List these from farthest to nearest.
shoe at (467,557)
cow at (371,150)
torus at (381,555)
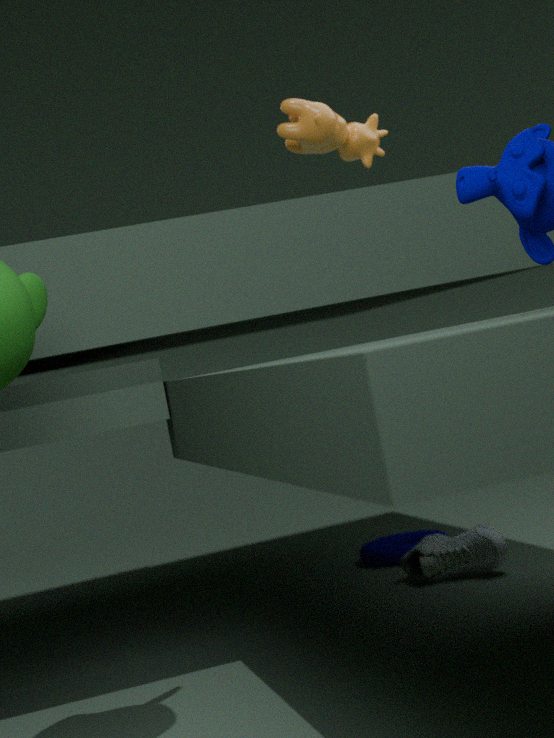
1. torus at (381,555)
2. shoe at (467,557)
3. cow at (371,150)
